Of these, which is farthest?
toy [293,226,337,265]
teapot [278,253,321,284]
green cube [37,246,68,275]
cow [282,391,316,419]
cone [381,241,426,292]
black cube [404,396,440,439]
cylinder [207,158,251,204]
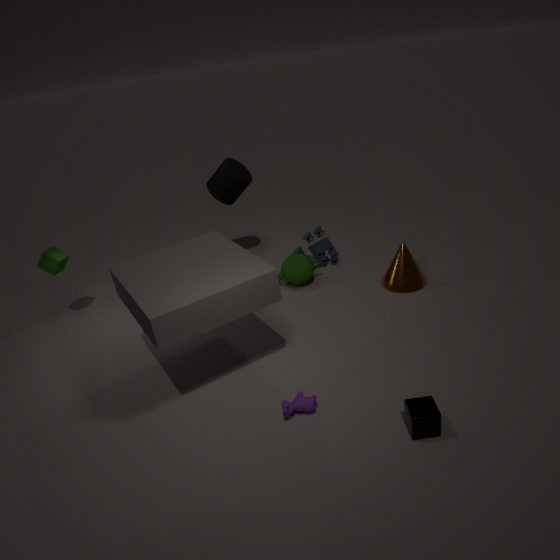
toy [293,226,337,265]
